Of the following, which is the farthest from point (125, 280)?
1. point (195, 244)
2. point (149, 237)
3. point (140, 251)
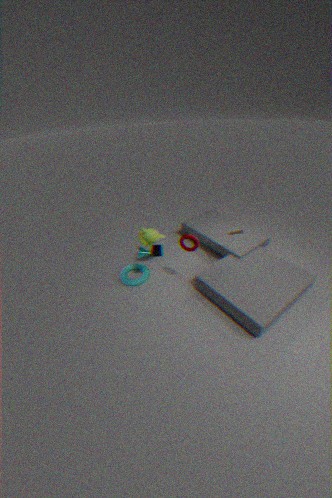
point (195, 244)
